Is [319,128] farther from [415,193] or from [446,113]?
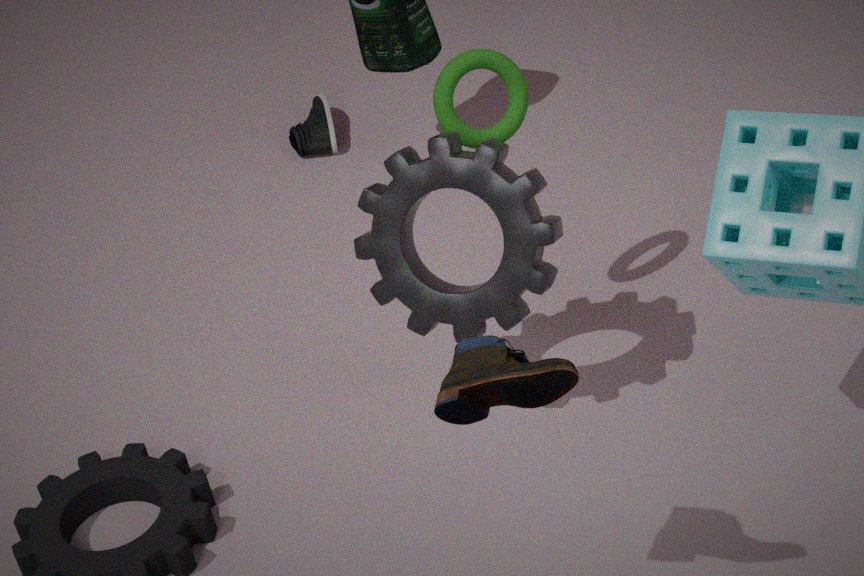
[415,193]
